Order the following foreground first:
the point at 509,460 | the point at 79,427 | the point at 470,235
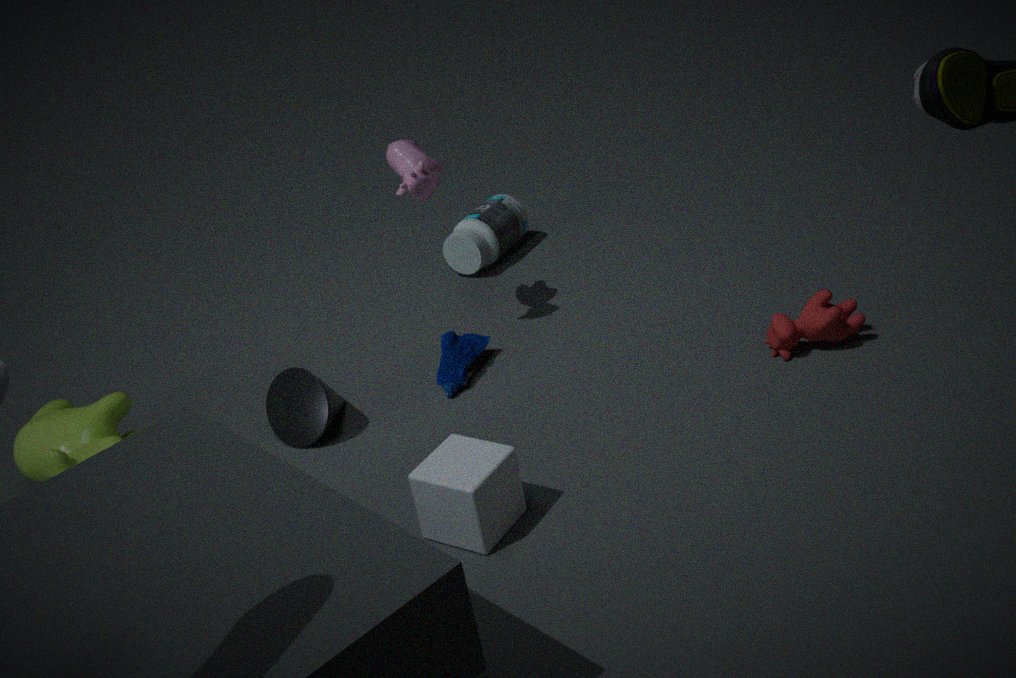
the point at 509,460 < the point at 79,427 < the point at 470,235
